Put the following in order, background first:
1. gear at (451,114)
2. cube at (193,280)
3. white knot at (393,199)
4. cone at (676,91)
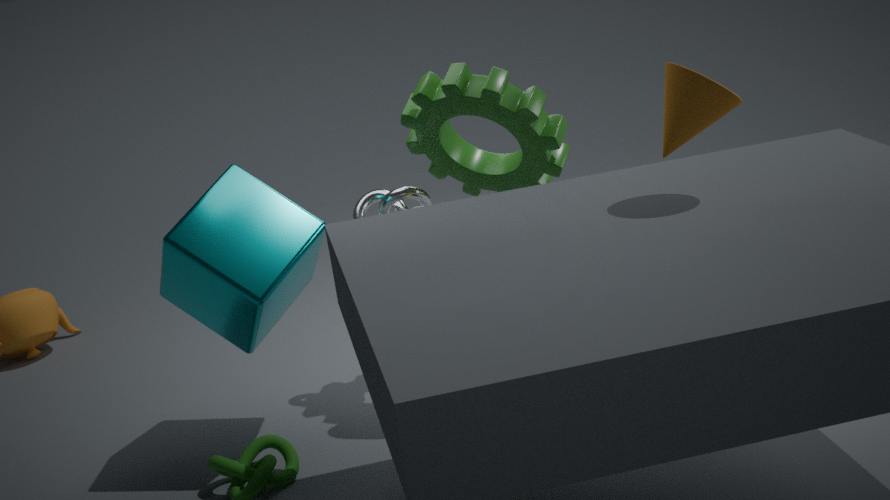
1. white knot at (393,199)
2. gear at (451,114)
3. cube at (193,280)
4. cone at (676,91)
